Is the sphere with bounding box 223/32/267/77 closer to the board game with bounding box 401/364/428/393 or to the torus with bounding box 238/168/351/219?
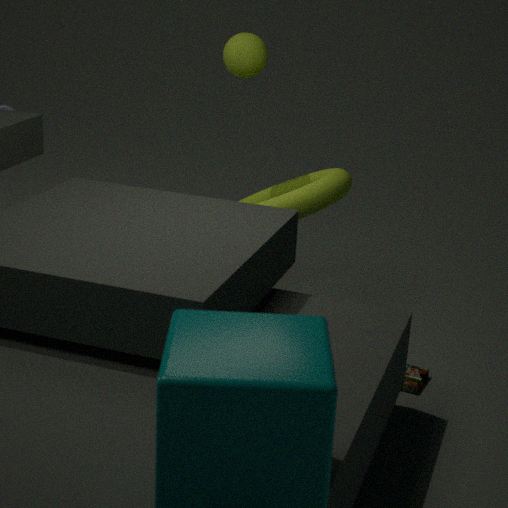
the torus with bounding box 238/168/351/219
